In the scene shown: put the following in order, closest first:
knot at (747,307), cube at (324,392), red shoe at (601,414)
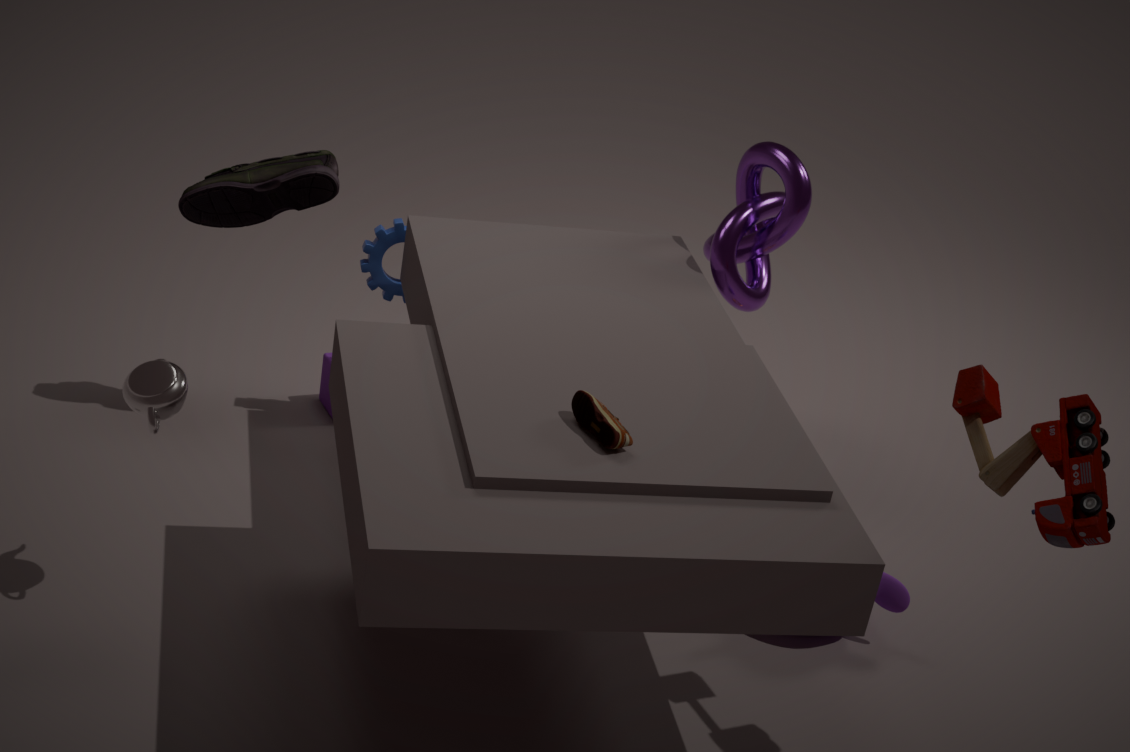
red shoe at (601,414), knot at (747,307), cube at (324,392)
